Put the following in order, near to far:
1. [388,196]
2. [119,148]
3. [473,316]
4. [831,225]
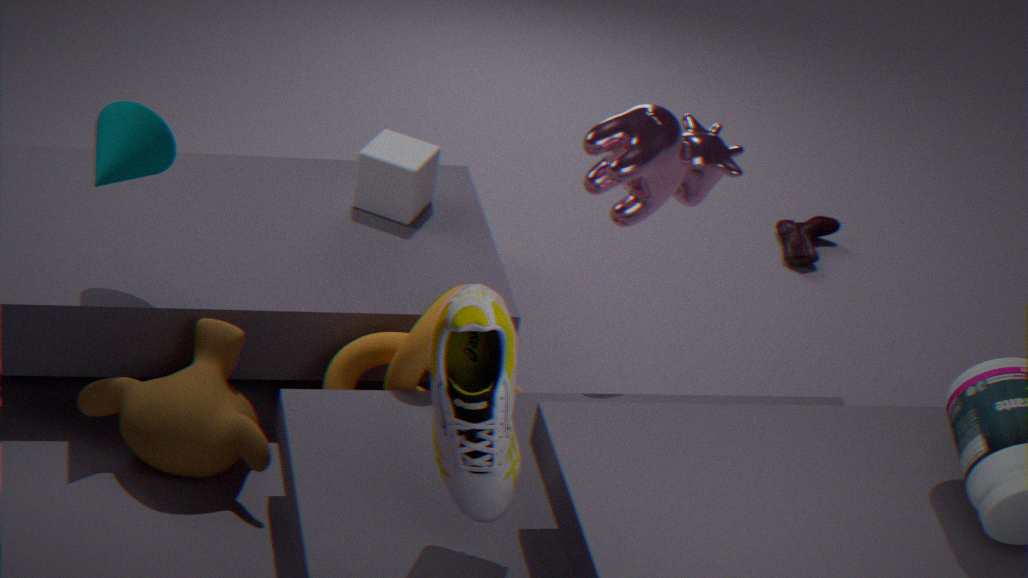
1. [473,316]
2. [119,148]
3. [388,196]
4. [831,225]
